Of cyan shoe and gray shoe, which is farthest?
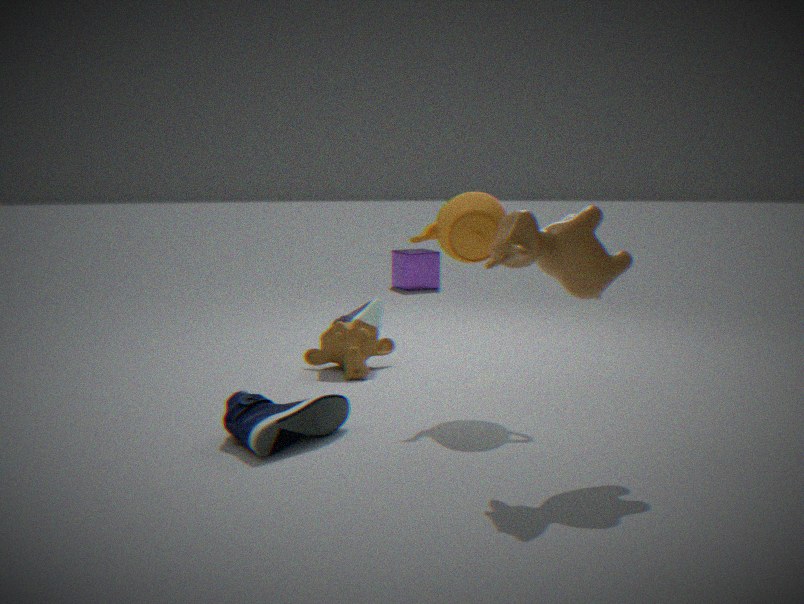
gray shoe
